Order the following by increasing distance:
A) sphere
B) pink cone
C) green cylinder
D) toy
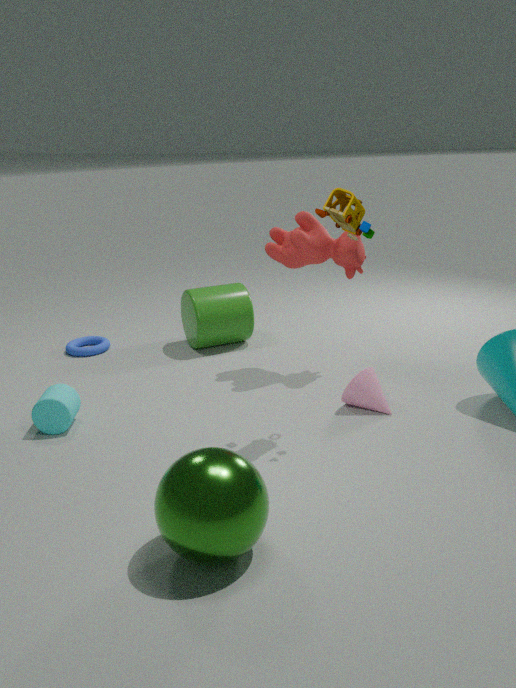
sphere, toy, pink cone, green cylinder
